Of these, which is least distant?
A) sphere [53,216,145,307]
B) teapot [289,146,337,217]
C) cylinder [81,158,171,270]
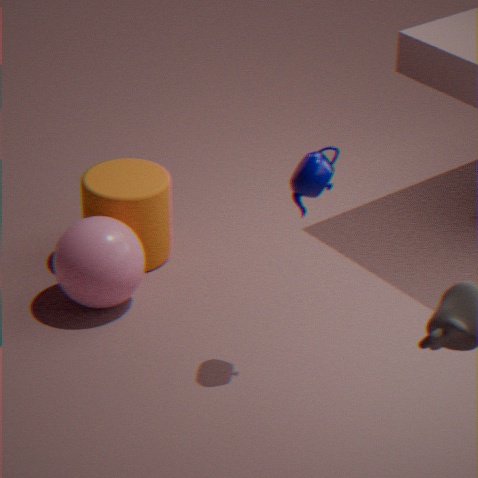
teapot [289,146,337,217]
